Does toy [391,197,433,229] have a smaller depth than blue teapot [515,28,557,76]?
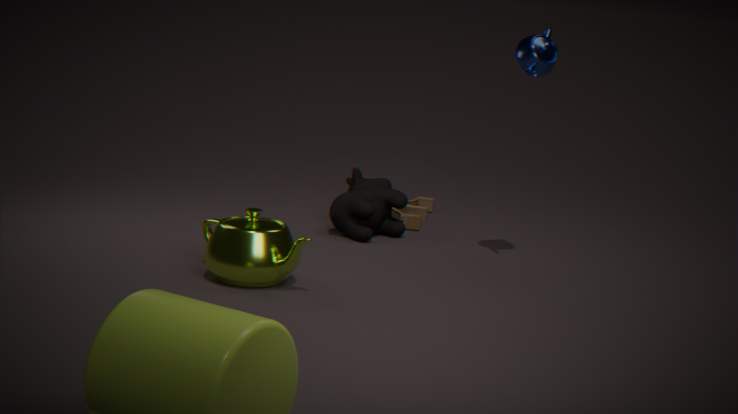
No
